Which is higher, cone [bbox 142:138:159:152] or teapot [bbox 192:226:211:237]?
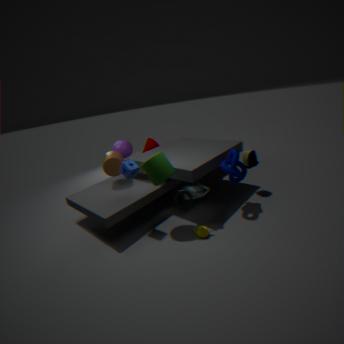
cone [bbox 142:138:159:152]
